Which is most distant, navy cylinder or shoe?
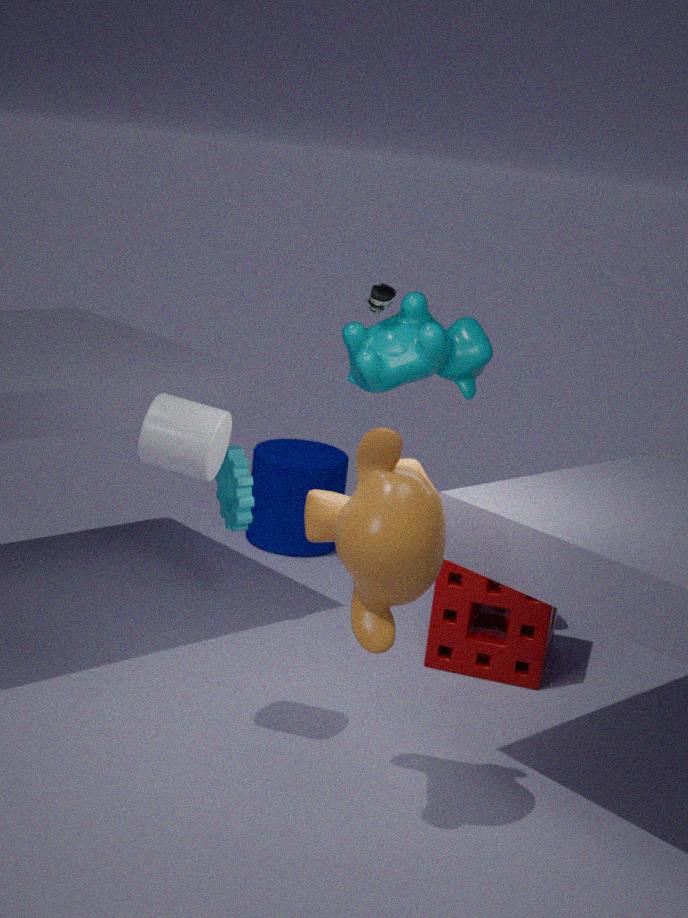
navy cylinder
